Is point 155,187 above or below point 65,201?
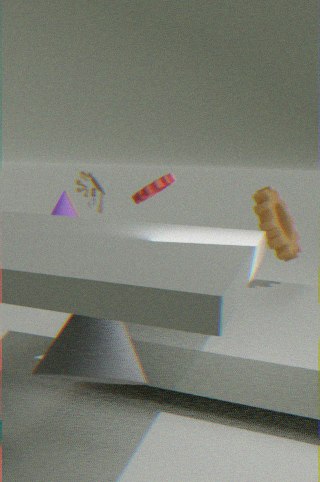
above
